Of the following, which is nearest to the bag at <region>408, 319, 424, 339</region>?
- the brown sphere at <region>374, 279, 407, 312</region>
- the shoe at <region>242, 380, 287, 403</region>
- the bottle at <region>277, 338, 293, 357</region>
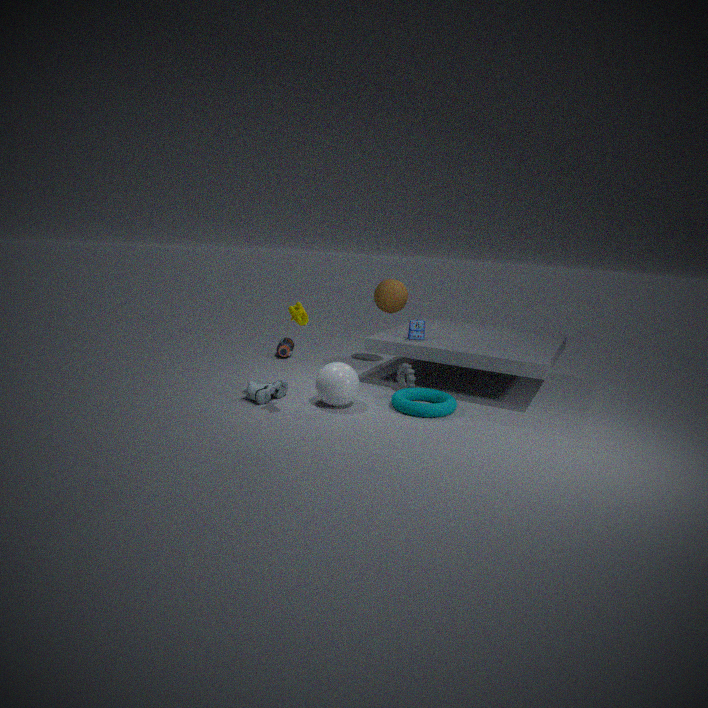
the brown sphere at <region>374, 279, 407, 312</region>
